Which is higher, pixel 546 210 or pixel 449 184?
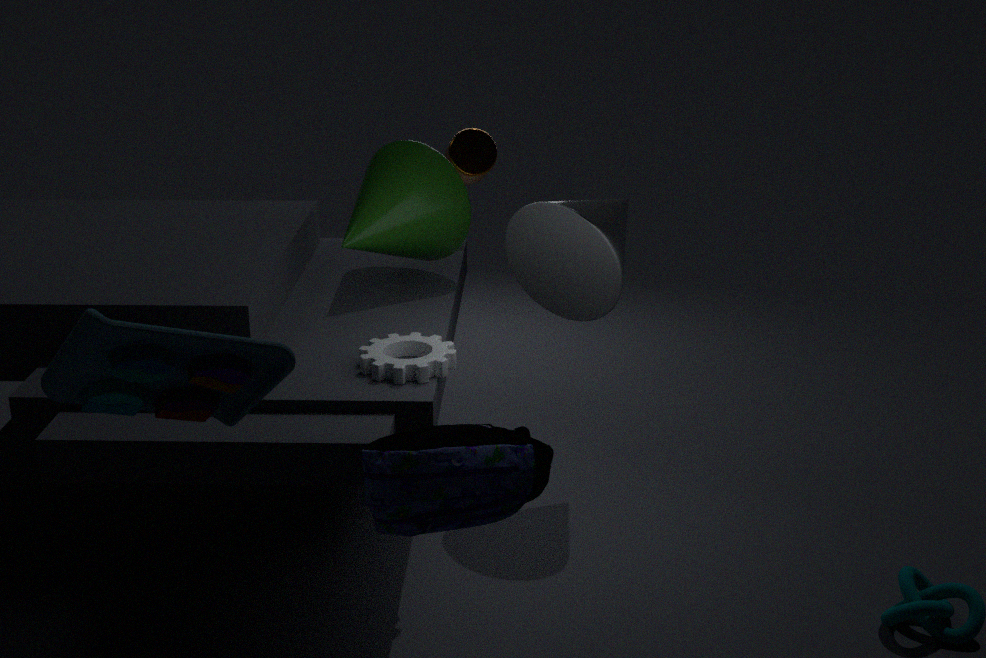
pixel 449 184
